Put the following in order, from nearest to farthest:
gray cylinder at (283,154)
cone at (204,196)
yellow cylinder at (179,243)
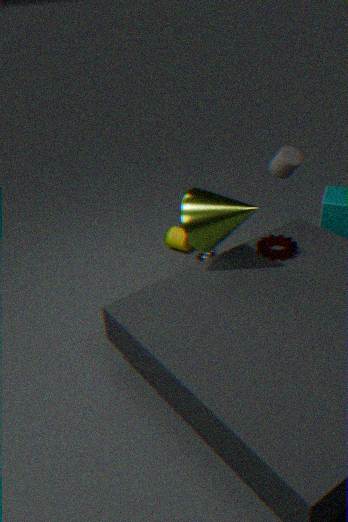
cone at (204,196) < gray cylinder at (283,154) < yellow cylinder at (179,243)
